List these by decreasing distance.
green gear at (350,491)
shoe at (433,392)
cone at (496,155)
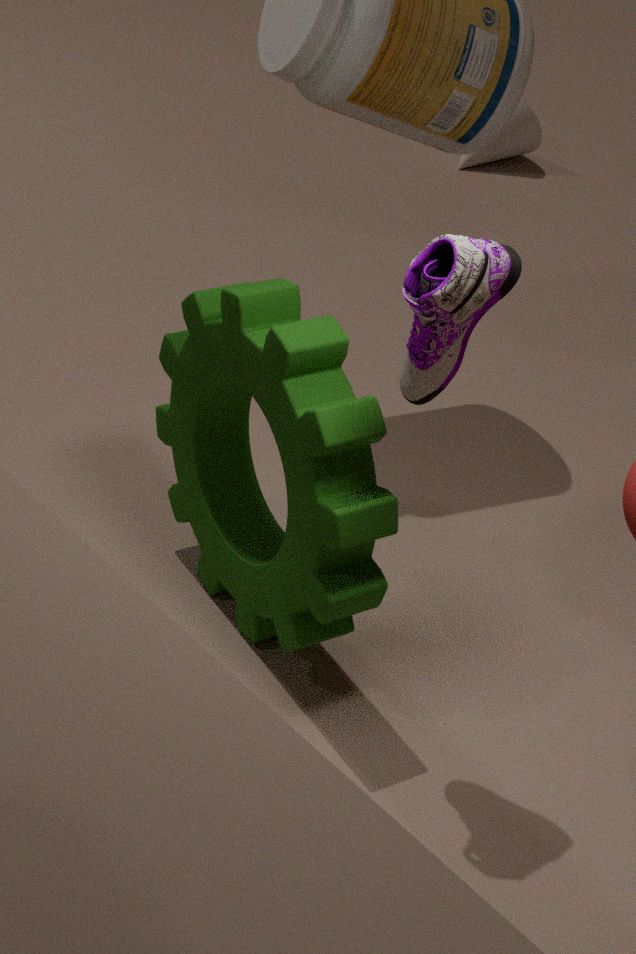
cone at (496,155)
green gear at (350,491)
shoe at (433,392)
